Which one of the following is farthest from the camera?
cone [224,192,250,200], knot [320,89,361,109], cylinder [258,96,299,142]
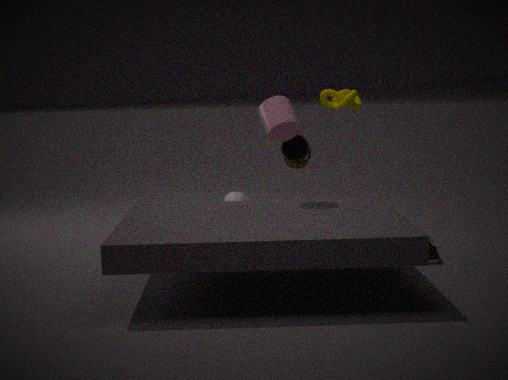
cone [224,192,250,200]
